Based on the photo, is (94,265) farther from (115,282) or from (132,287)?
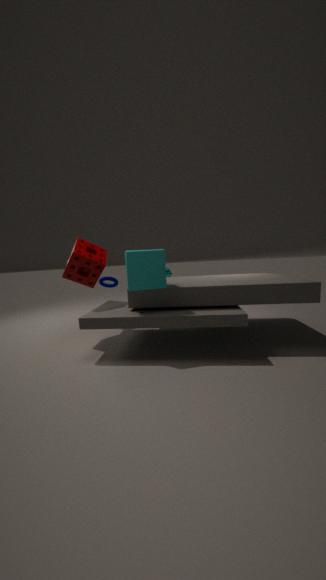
(132,287)
